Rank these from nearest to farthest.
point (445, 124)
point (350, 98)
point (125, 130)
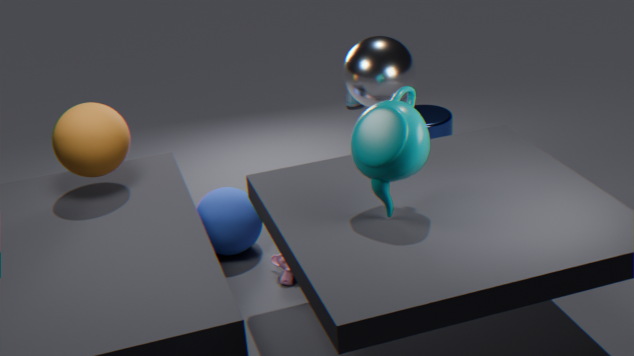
1. point (125, 130)
2. point (445, 124)
3. point (350, 98)
